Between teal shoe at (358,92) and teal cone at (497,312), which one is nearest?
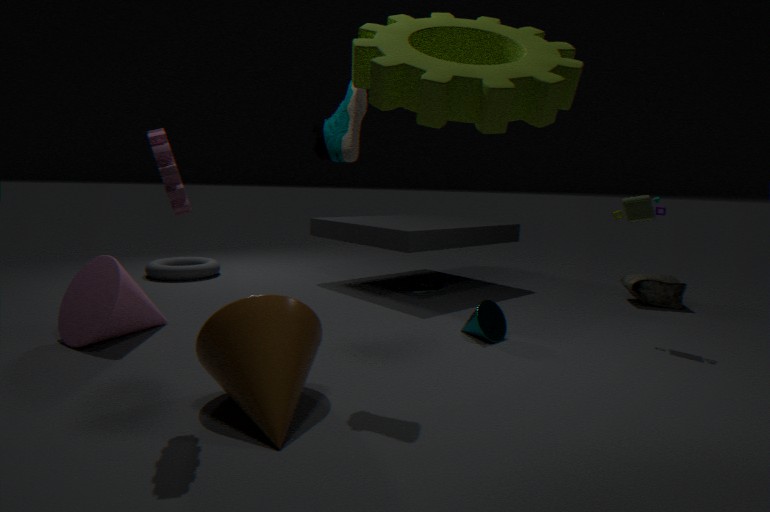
teal shoe at (358,92)
